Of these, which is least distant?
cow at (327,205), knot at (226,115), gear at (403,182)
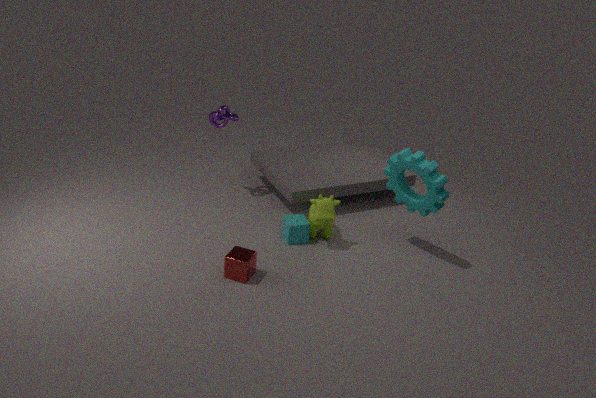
gear at (403,182)
